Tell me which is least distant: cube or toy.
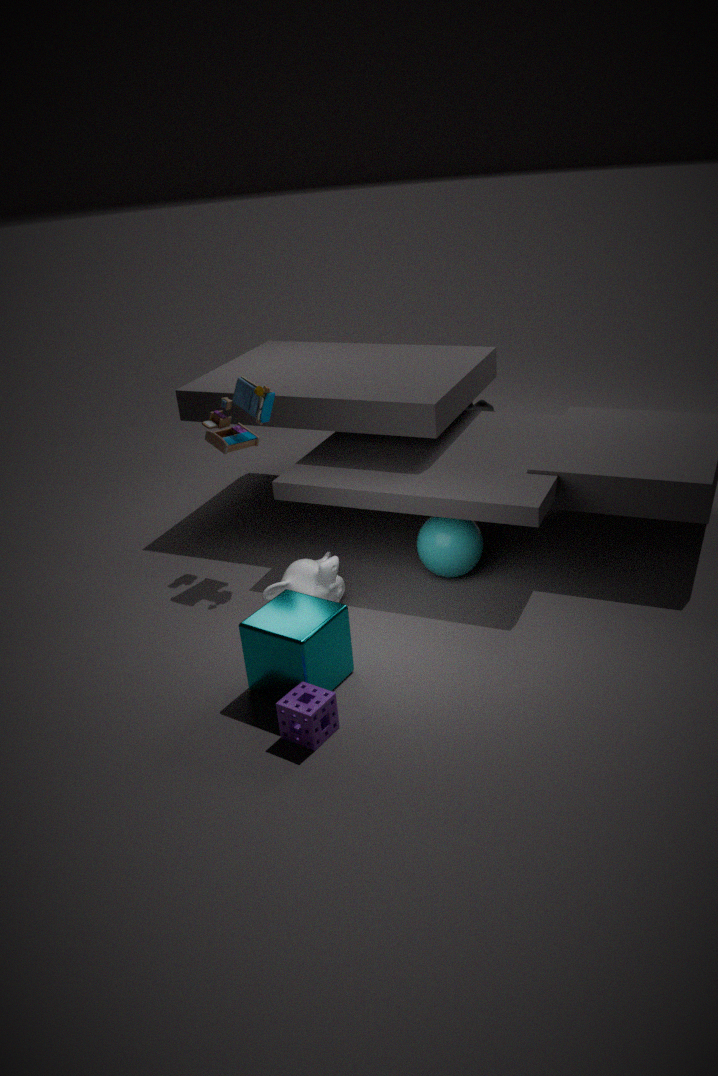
cube
